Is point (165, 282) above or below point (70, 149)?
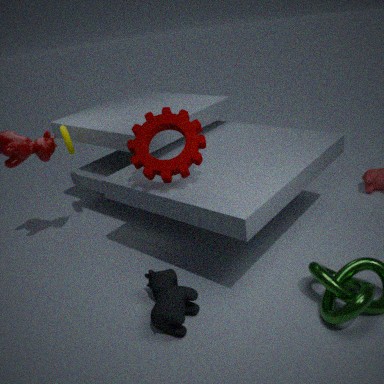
below
